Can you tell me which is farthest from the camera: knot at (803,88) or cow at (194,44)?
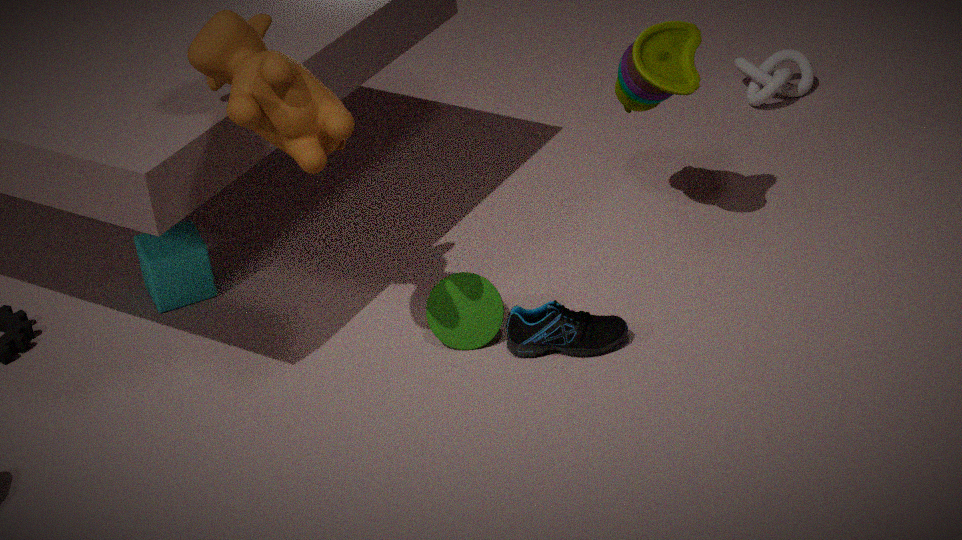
knot at (803,88)
